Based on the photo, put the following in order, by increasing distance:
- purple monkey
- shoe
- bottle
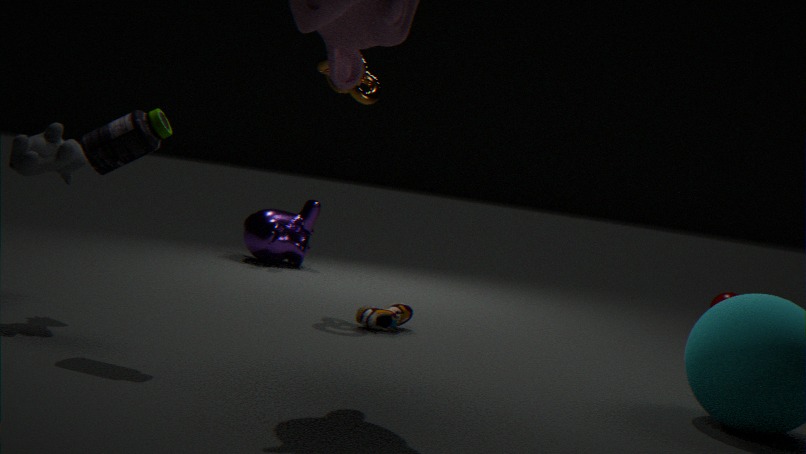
bottle
shoe
purple monkey
